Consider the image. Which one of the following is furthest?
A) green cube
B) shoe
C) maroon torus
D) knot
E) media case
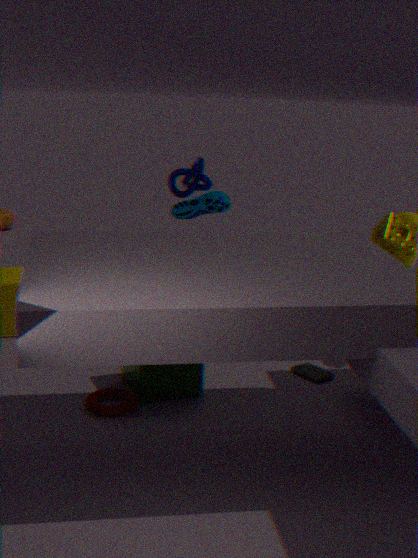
knot
